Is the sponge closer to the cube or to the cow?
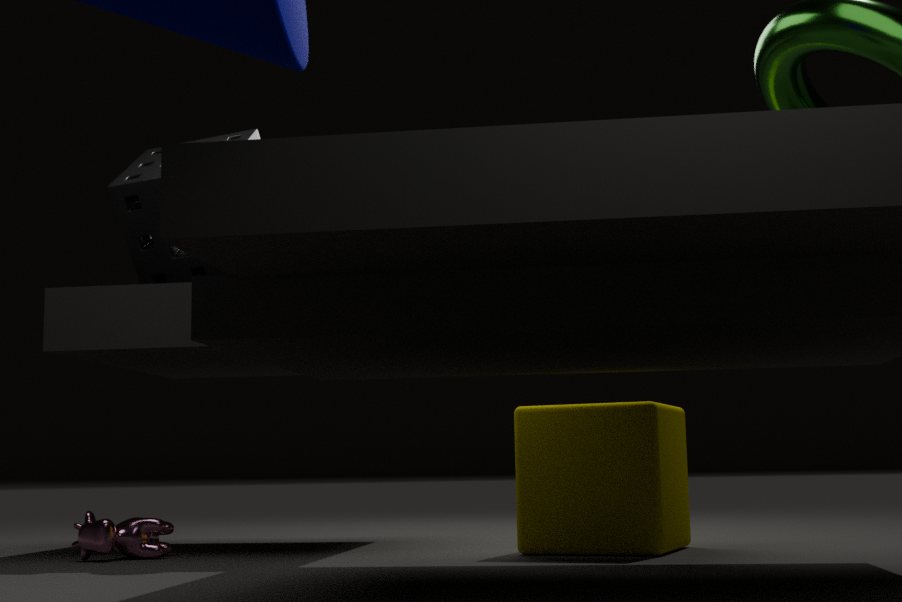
the cow
